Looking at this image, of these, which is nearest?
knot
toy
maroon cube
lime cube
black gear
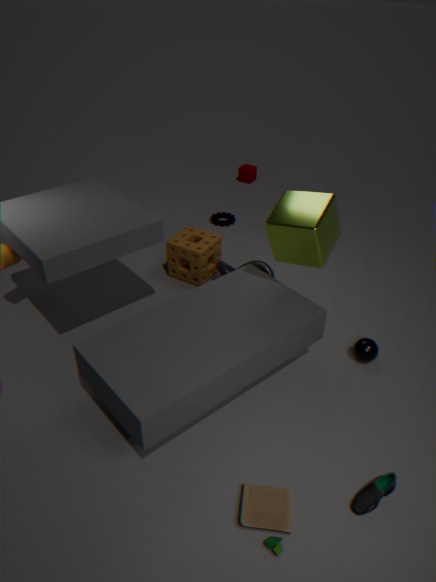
toy
